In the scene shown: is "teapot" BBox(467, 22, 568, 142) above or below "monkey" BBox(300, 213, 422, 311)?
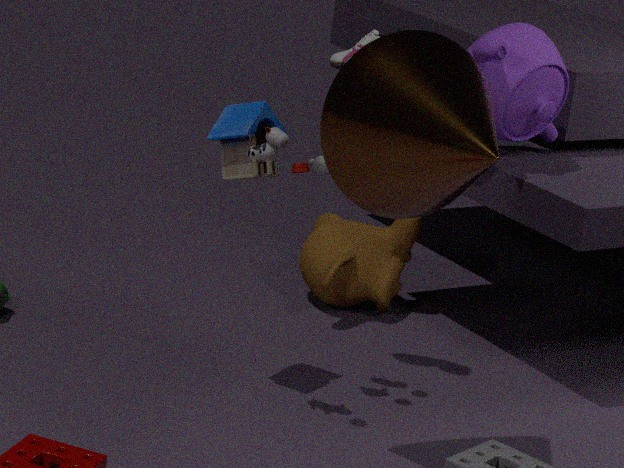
above
